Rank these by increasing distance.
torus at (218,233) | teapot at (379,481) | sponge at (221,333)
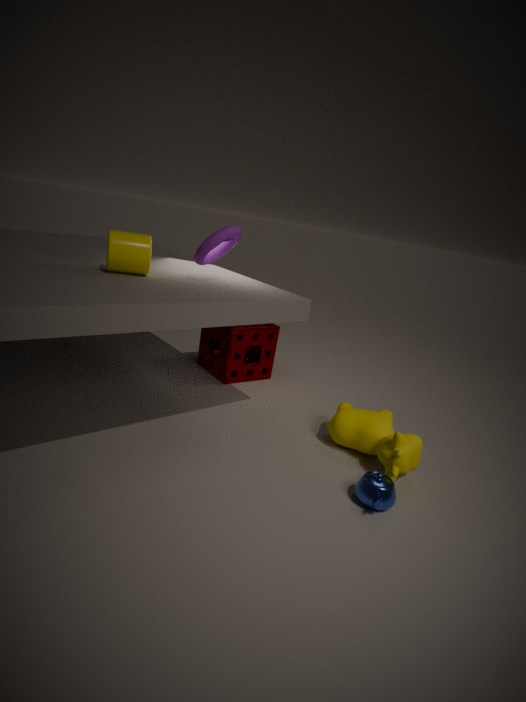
teapot at (379,481) → torus at (218,233) → sponge at (221,333)
